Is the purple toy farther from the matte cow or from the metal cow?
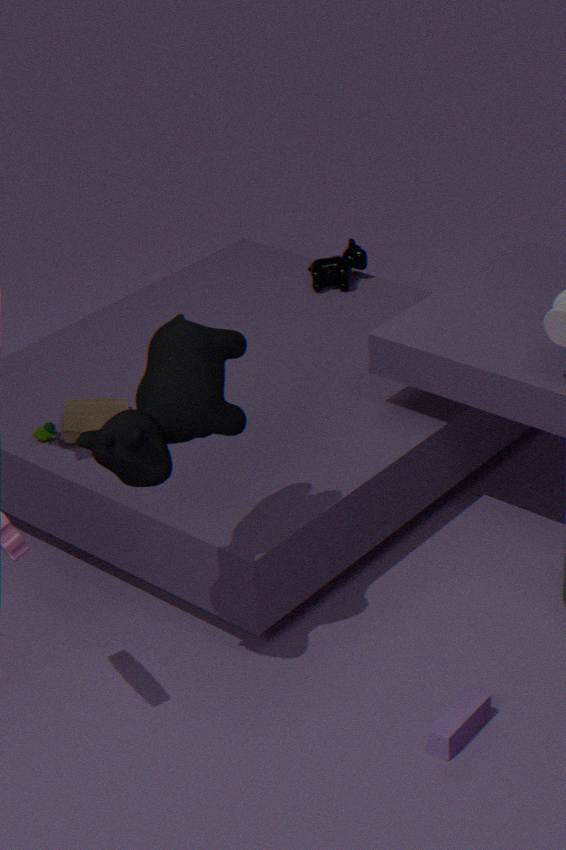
the metal cow
